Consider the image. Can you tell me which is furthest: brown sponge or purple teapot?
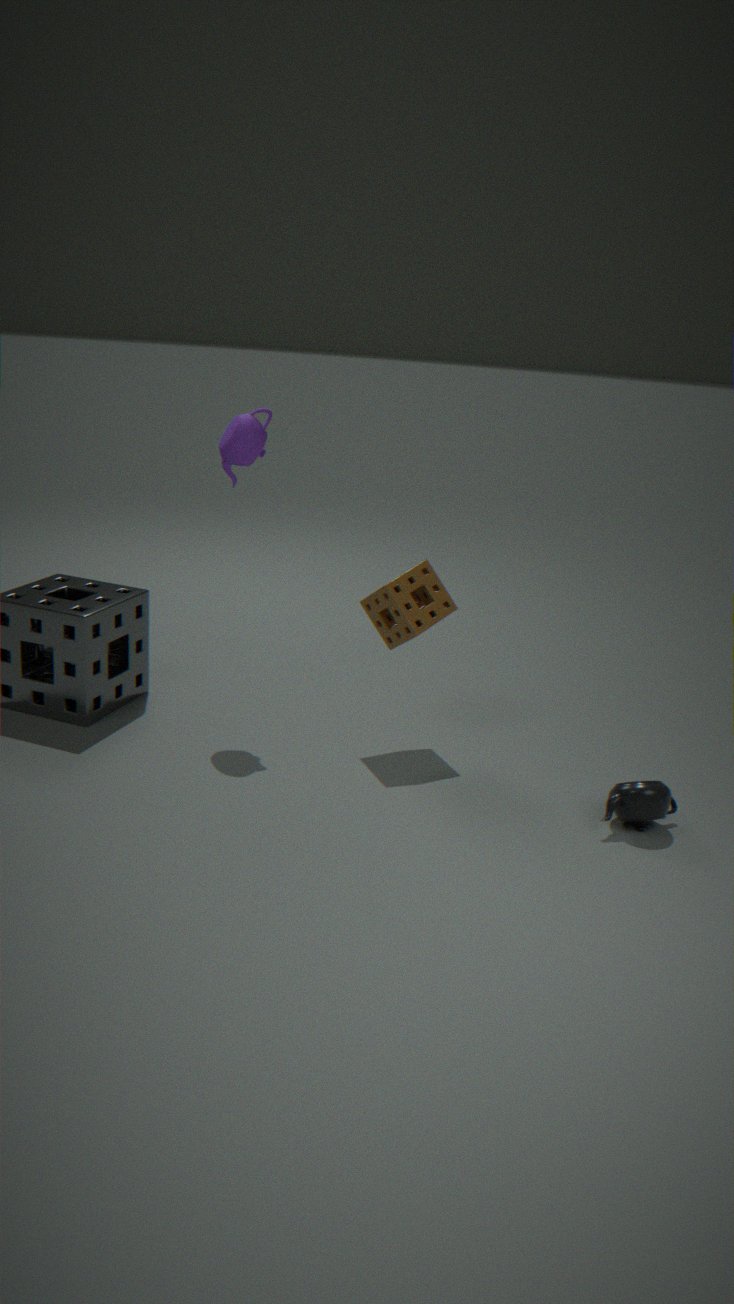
purple teapot
